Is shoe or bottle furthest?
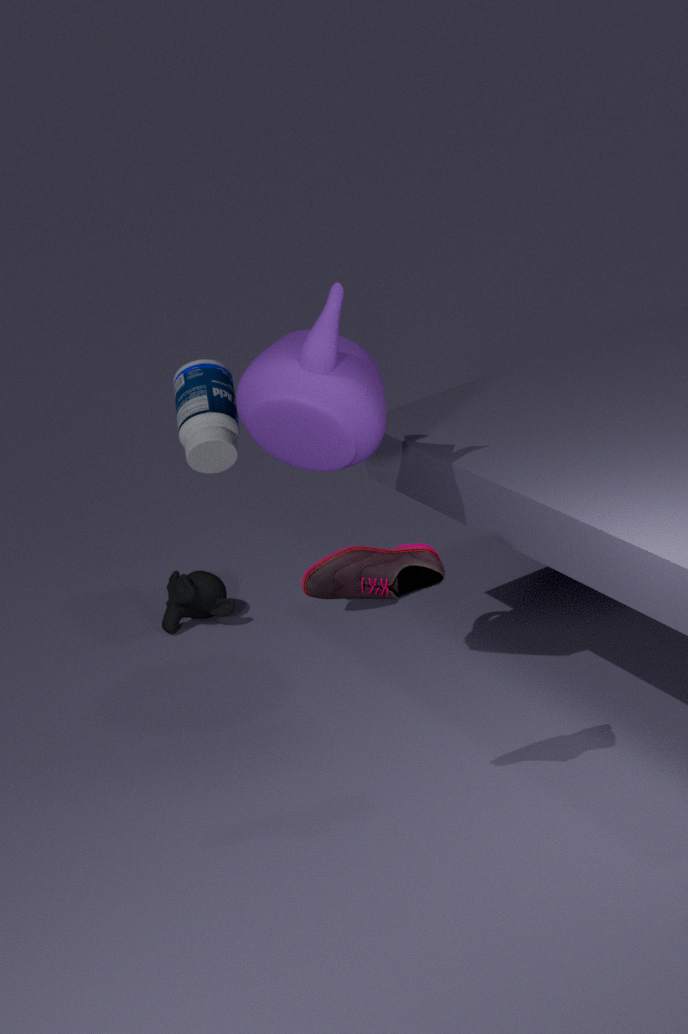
bottle
